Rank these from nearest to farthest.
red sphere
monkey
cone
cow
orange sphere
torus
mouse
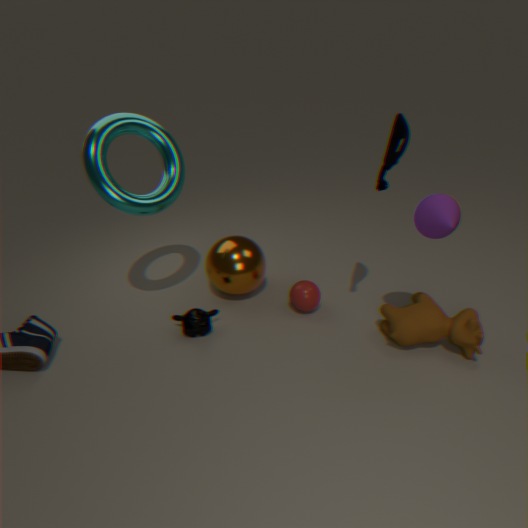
1. cone
2. mouse
3. torus
4. cow
5. monkey
6. red sphere
7. orange sphere
